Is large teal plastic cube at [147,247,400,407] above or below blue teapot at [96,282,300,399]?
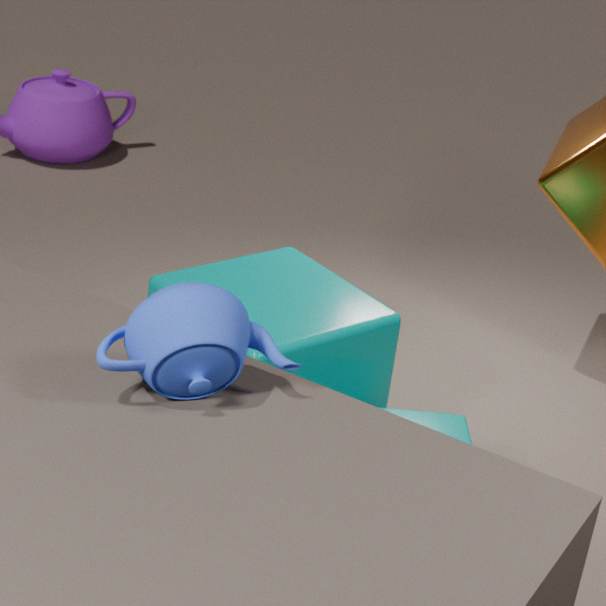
below
